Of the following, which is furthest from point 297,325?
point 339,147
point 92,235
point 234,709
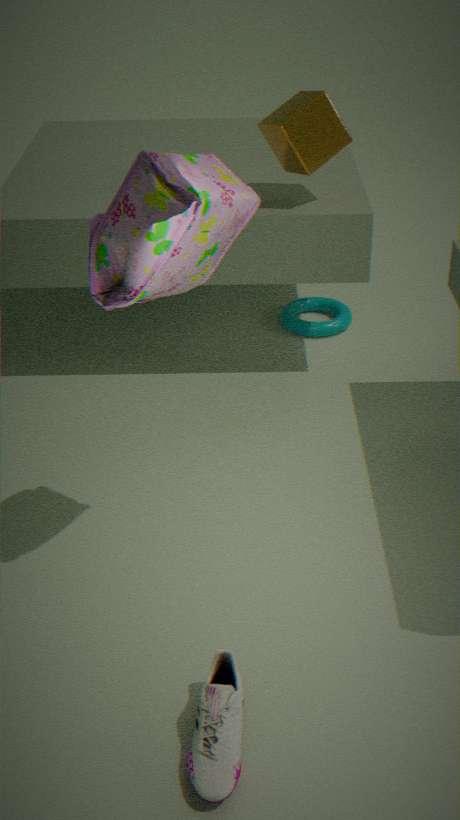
point 234,709
